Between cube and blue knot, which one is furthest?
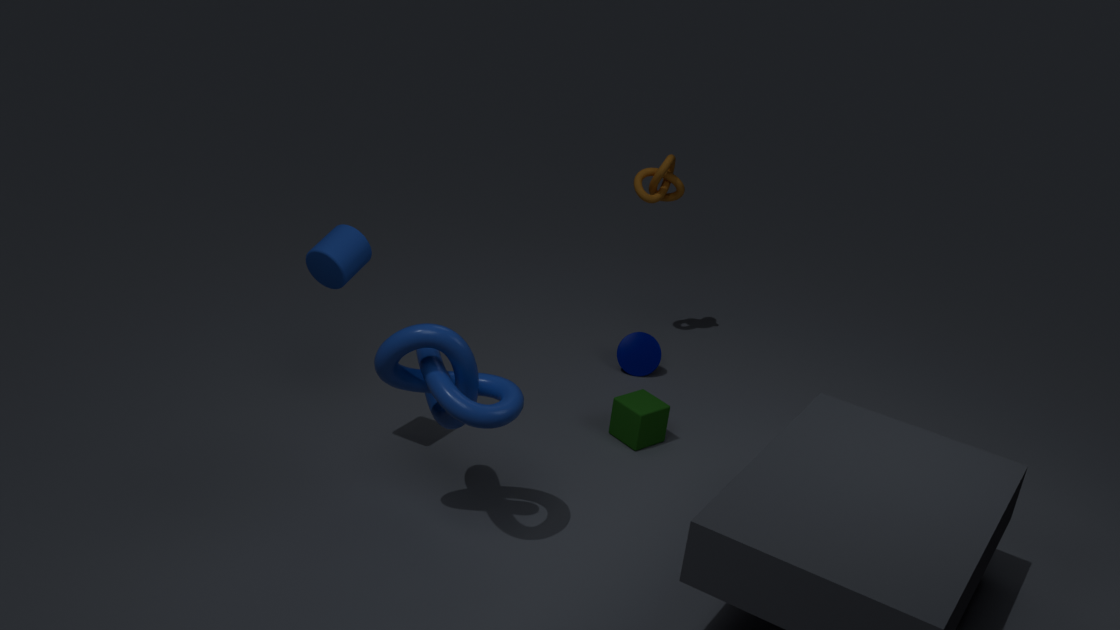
cube
